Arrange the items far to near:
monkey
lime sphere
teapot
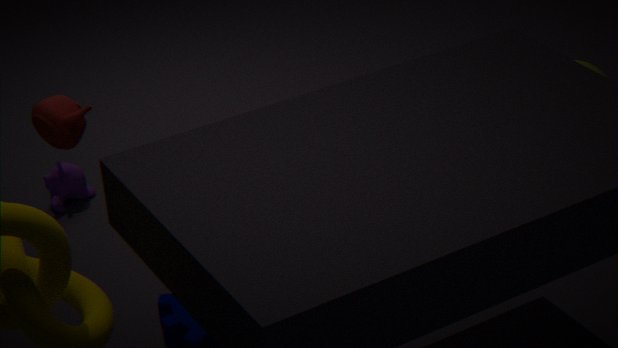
lime sphere, monkey, teapot
